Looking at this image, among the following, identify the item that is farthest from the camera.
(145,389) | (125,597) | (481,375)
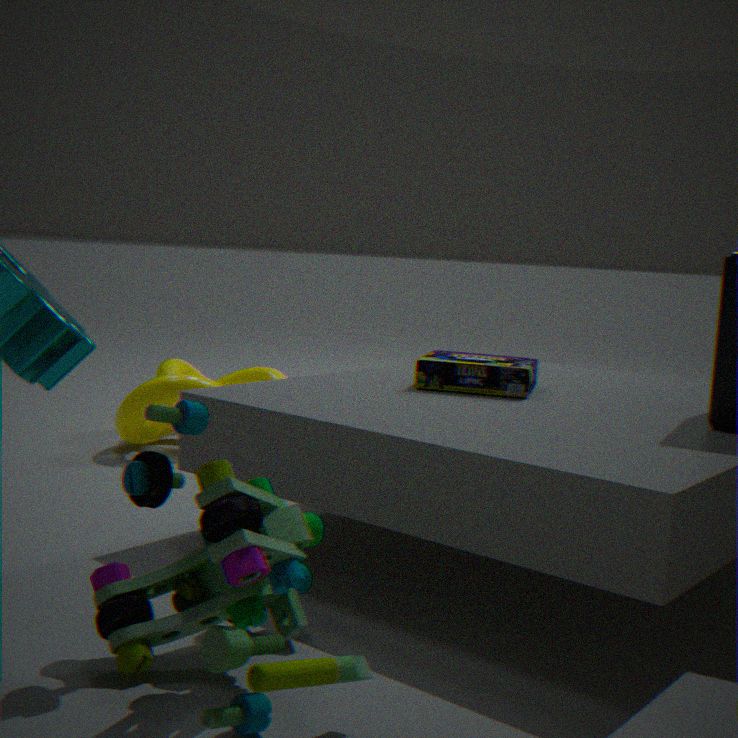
(145,389)
